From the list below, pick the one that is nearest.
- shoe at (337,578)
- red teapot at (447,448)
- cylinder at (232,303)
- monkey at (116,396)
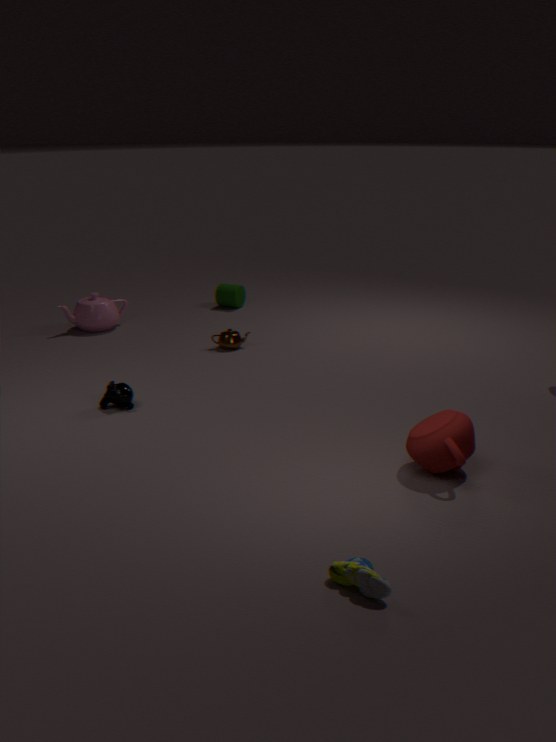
shoe at (337,578)
